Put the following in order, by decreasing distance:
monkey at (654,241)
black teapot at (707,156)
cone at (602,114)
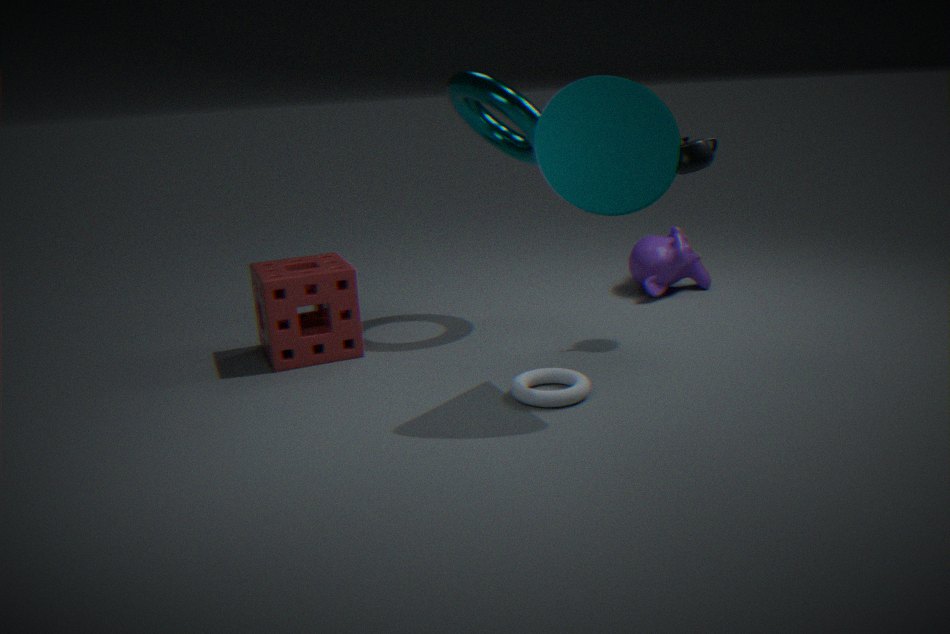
1. monkey at (654,241)
2. black teapot at (707,156)
3. cone at (602,114)
